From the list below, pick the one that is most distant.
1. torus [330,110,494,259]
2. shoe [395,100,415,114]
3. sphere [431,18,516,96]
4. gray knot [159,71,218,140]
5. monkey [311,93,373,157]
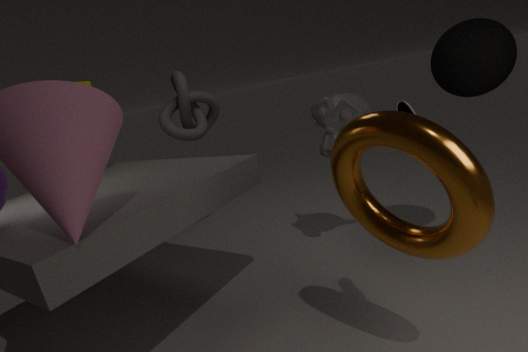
gray knot [159,71,218,140]
